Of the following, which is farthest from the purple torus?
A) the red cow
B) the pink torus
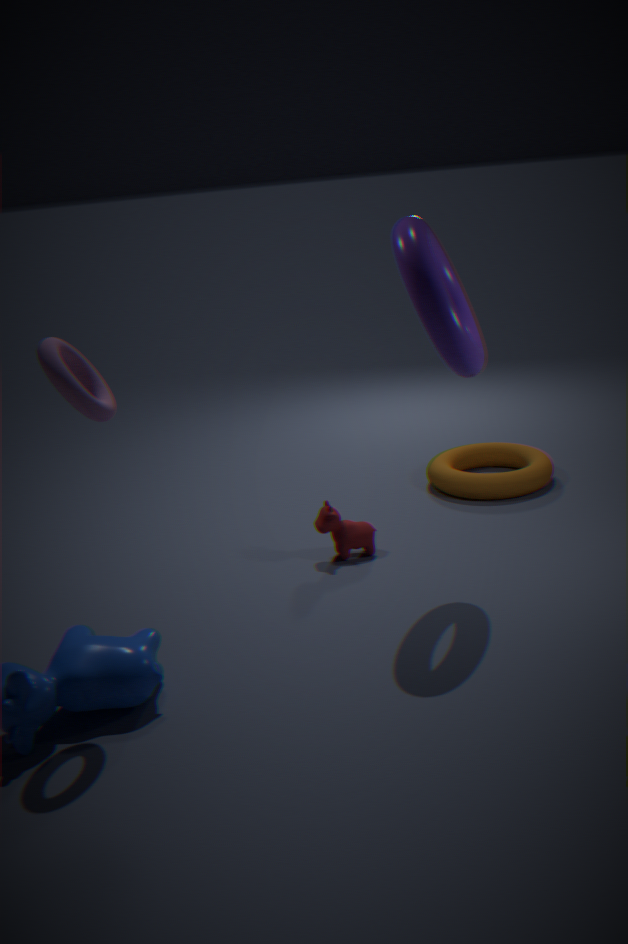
the pink torus
